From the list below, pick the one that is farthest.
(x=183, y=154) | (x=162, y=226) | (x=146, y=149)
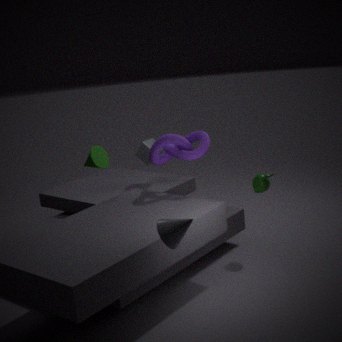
(x=146, y=149)
